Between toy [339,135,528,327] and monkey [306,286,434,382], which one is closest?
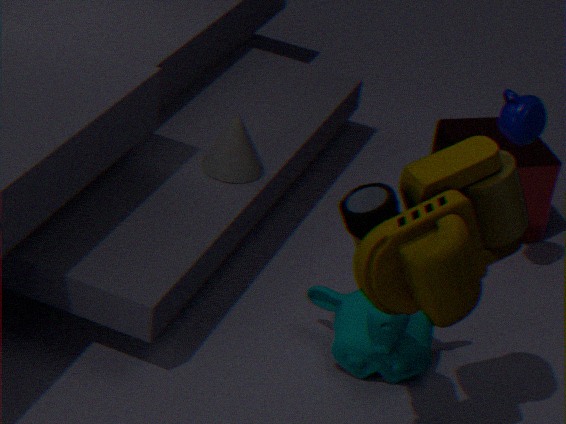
toy [339,135,528,327]
